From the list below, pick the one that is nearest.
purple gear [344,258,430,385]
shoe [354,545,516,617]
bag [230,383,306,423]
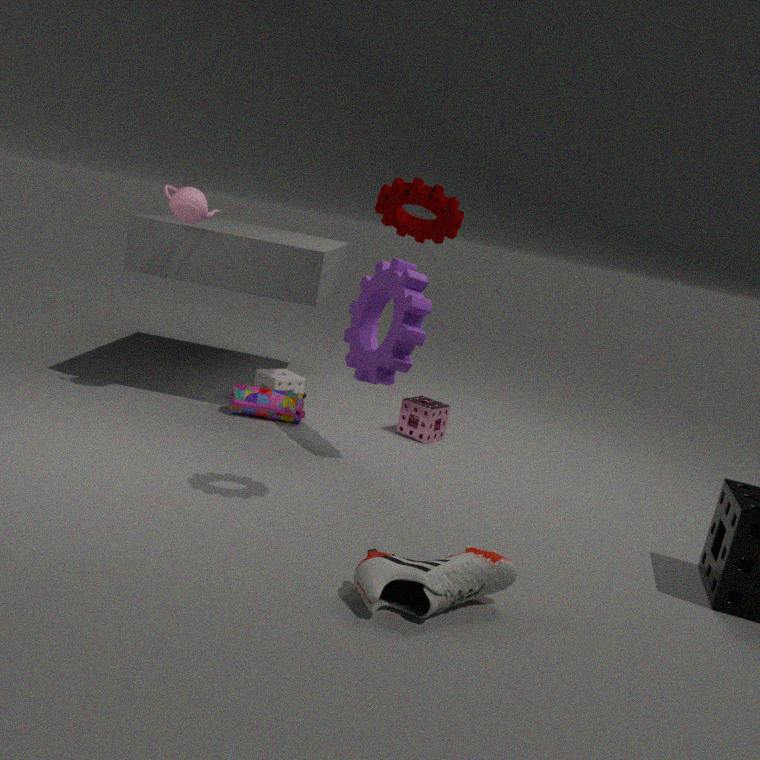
shoe [354,545,516,617]
